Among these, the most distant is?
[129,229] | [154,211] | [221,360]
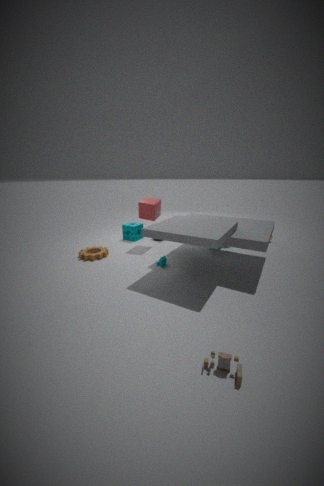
[129,229]
